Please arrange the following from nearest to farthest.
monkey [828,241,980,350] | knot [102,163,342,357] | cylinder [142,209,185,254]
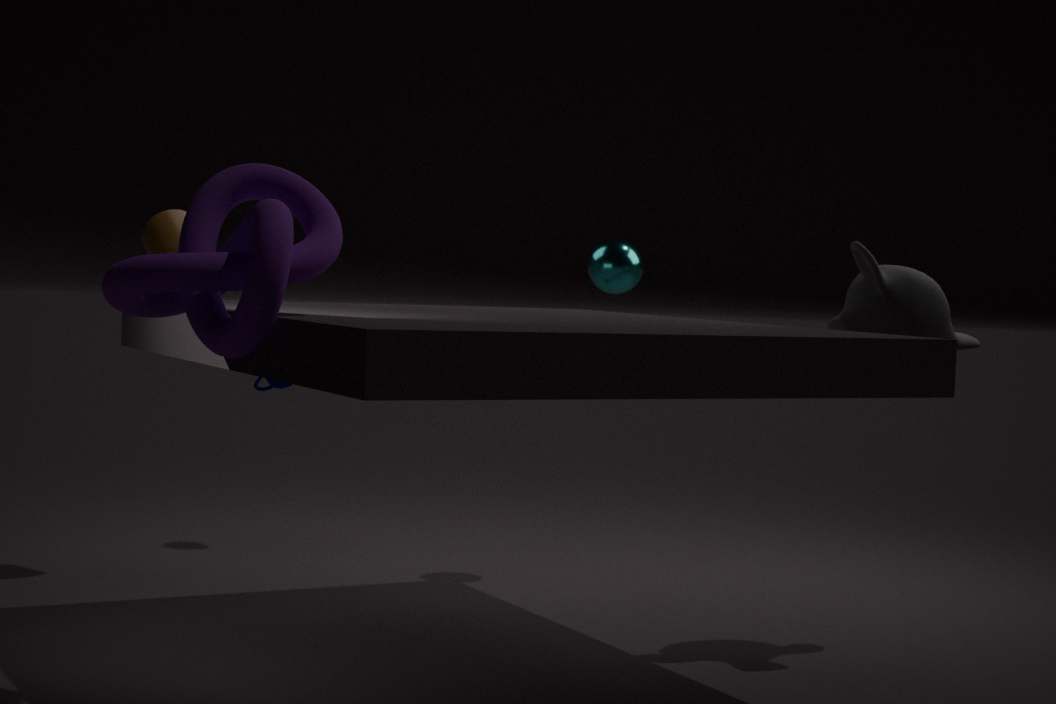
knot [102,163,342,357] < monkey [828,241,980,350] < cylinder [142,209,185,254]
